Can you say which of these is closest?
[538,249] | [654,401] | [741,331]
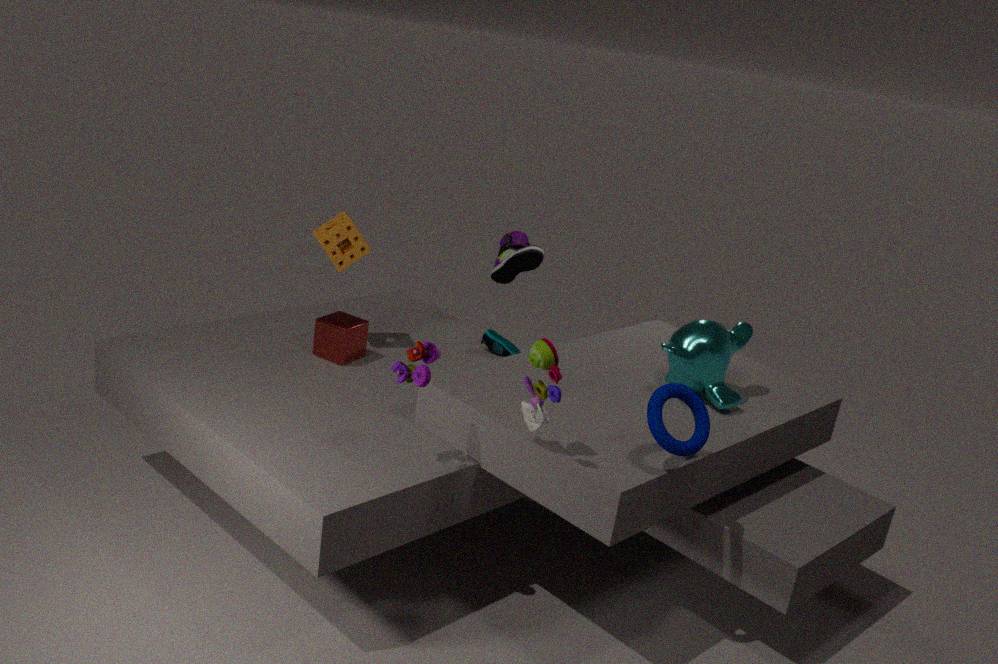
[654,401]
